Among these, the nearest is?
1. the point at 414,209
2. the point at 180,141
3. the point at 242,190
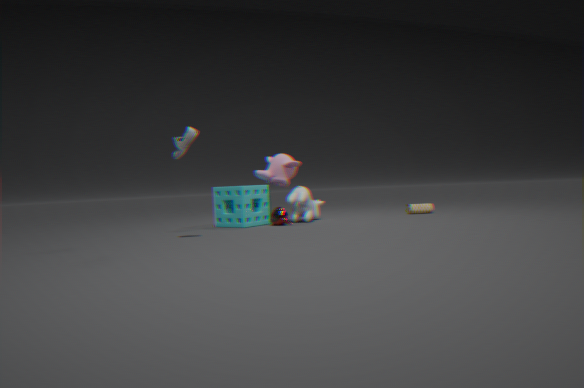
the point at 180,141
